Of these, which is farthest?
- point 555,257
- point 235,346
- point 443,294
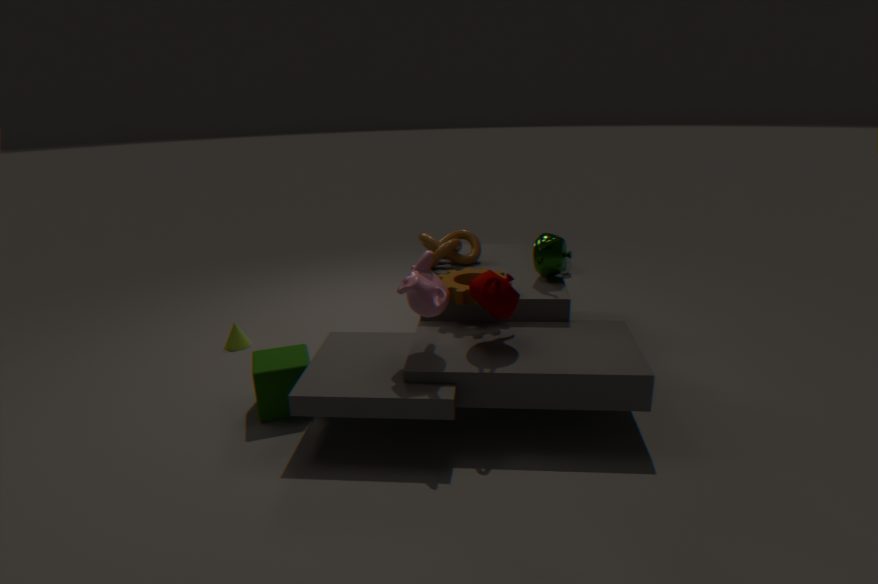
point 235,346
